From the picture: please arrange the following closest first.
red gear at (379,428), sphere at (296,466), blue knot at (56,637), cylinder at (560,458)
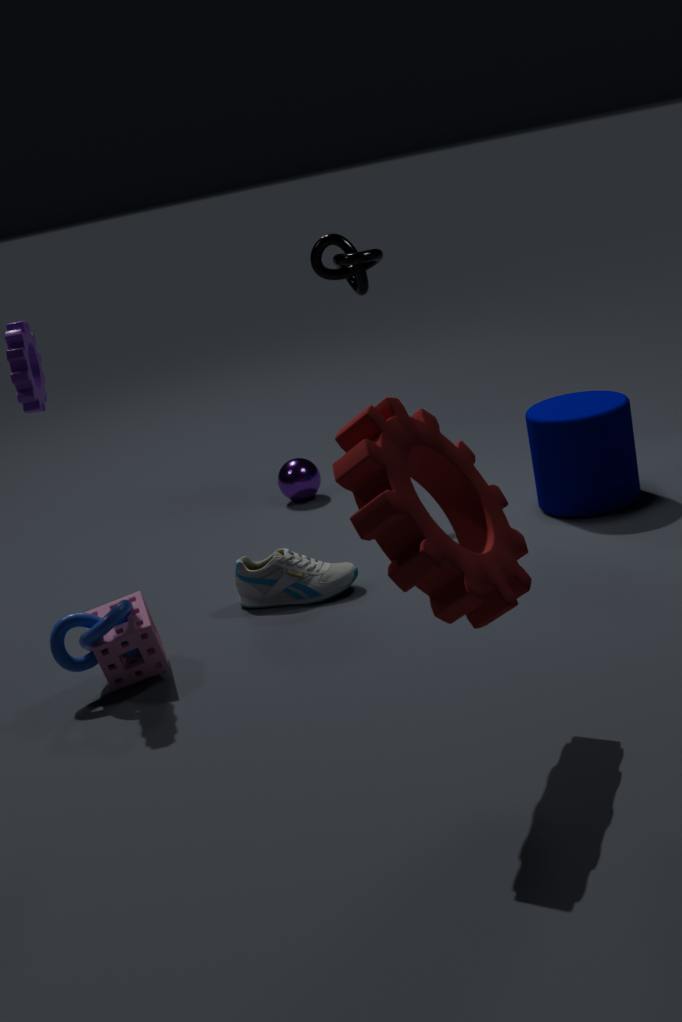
red gear at (379,428) → blue knot at (56,637) → cylinder at (560,458) → sphere at (296,466)
